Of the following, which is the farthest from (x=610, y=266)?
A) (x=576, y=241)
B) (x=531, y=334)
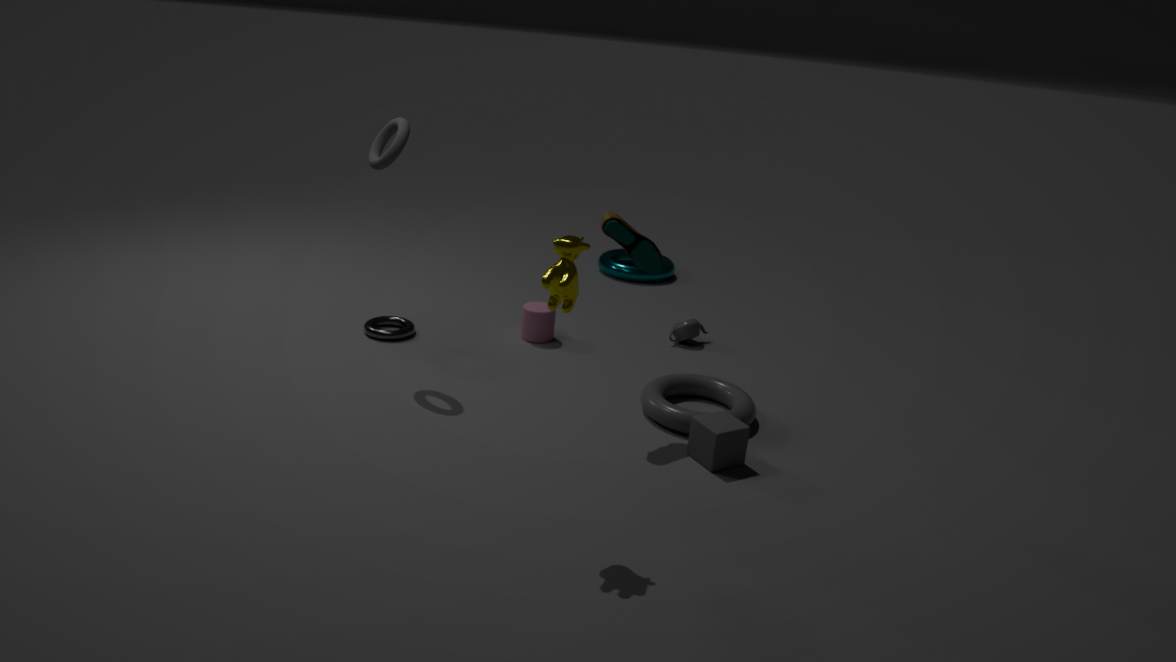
(x=576, y=241)
